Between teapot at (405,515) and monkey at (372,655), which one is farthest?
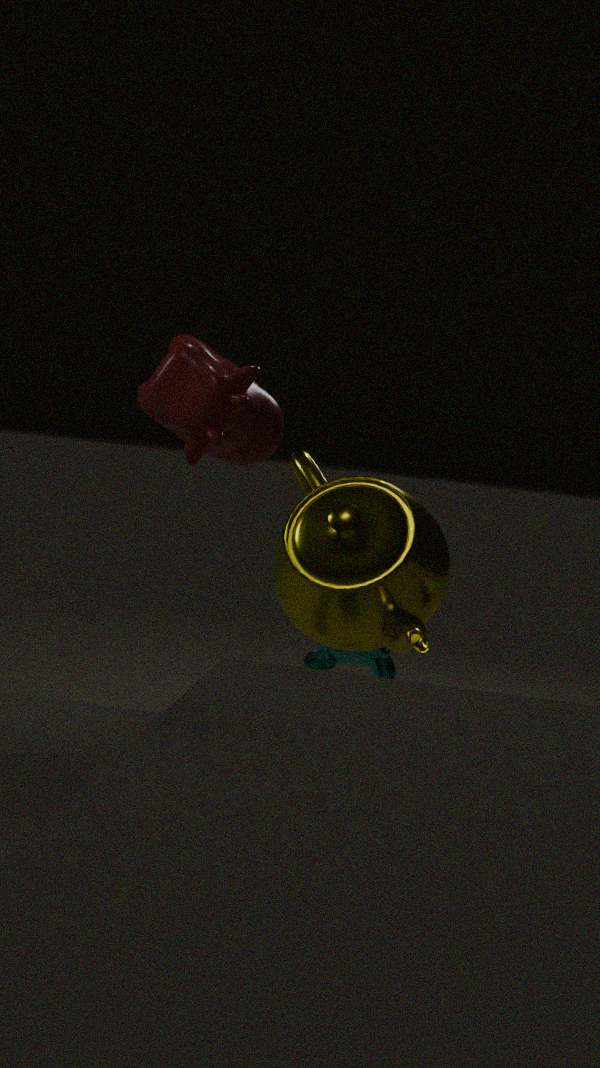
monkey at (372,655)
